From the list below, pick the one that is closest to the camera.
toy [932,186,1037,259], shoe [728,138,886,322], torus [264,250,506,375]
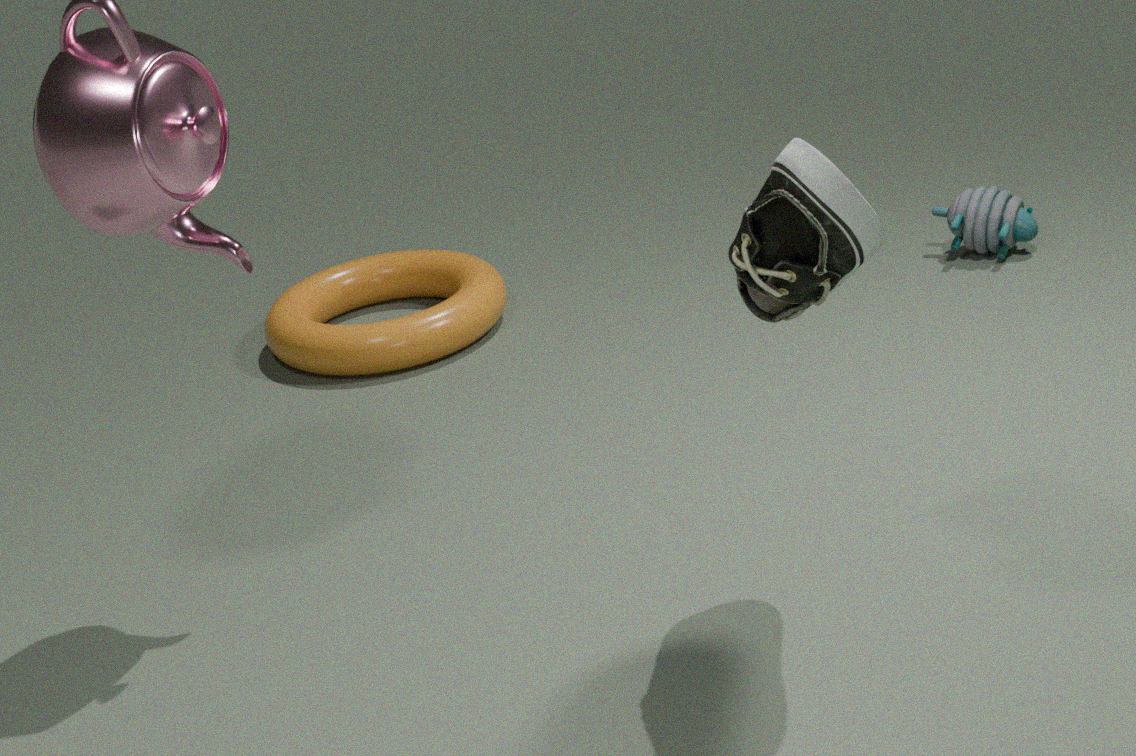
shoe [728,138,886,322]
